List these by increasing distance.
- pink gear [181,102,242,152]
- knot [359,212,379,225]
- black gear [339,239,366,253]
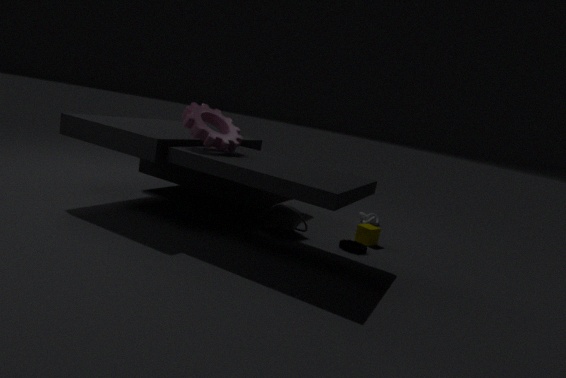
pink gear [181,102,242,152] → black gear [339,239,366,253] → knot [359,212,379,225]
